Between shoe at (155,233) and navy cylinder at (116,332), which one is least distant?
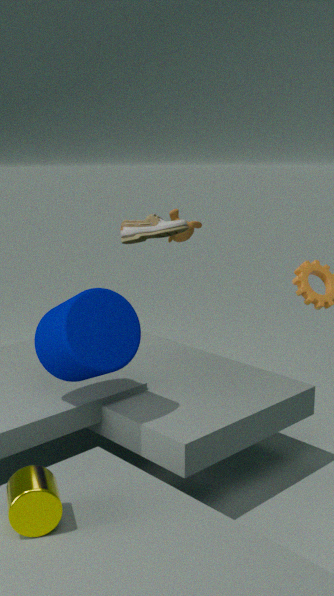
navy cylinder at (116,332)
